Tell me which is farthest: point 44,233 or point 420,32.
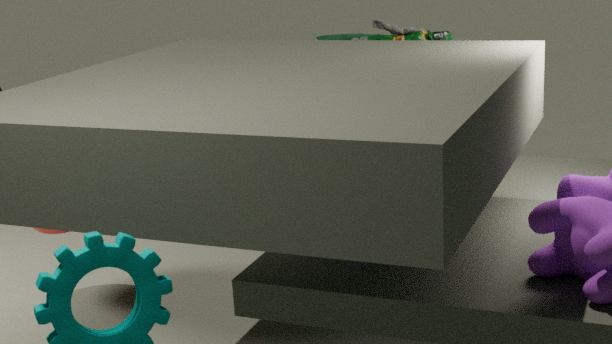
point 44,233
